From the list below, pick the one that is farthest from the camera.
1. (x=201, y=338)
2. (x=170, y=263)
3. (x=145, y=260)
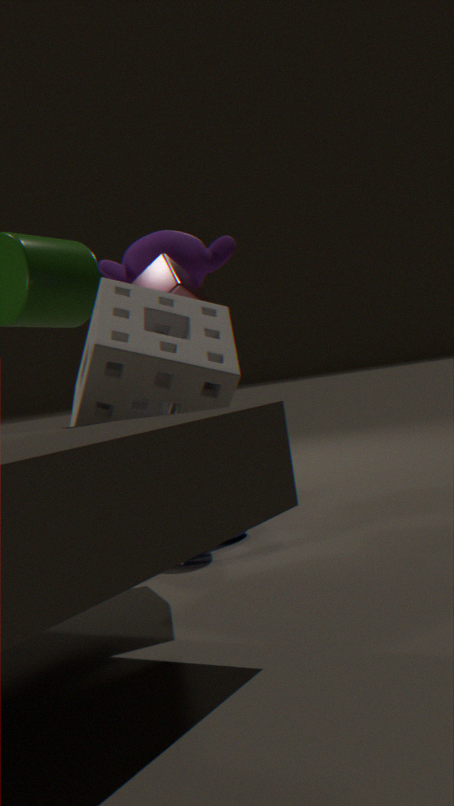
(x=145, y=260)
